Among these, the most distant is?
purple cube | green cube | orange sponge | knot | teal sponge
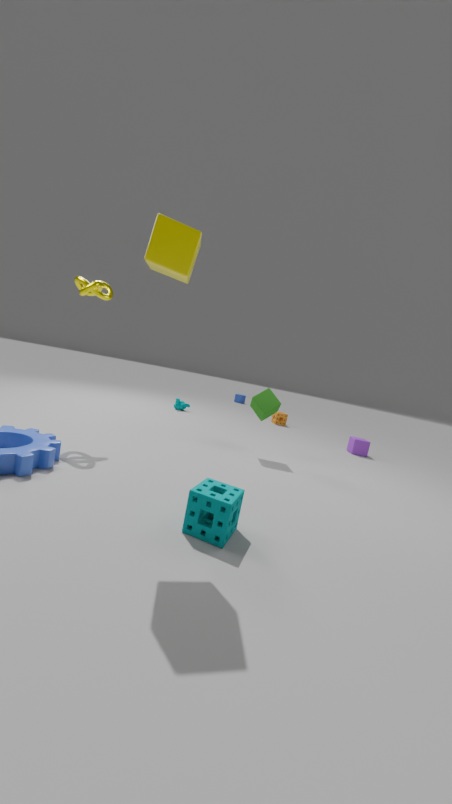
orange sponge
